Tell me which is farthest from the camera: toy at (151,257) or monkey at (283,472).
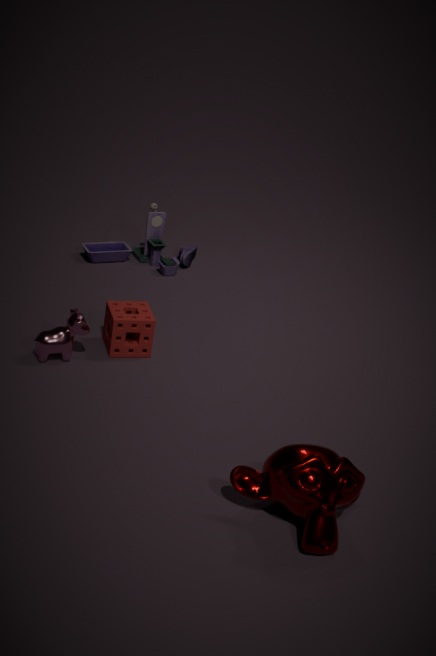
toy at (151,257)
